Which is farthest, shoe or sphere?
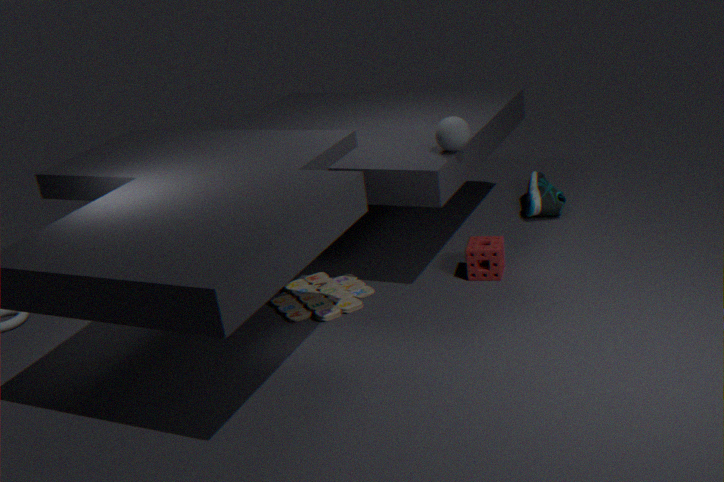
shoe
